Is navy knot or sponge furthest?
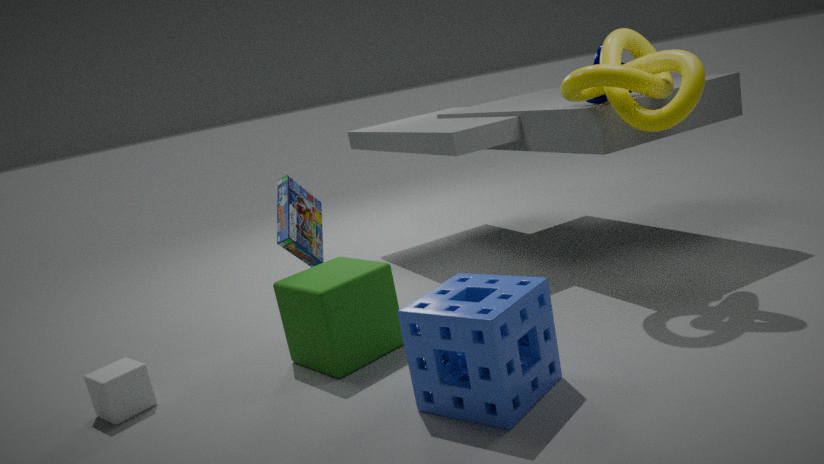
navy knot
